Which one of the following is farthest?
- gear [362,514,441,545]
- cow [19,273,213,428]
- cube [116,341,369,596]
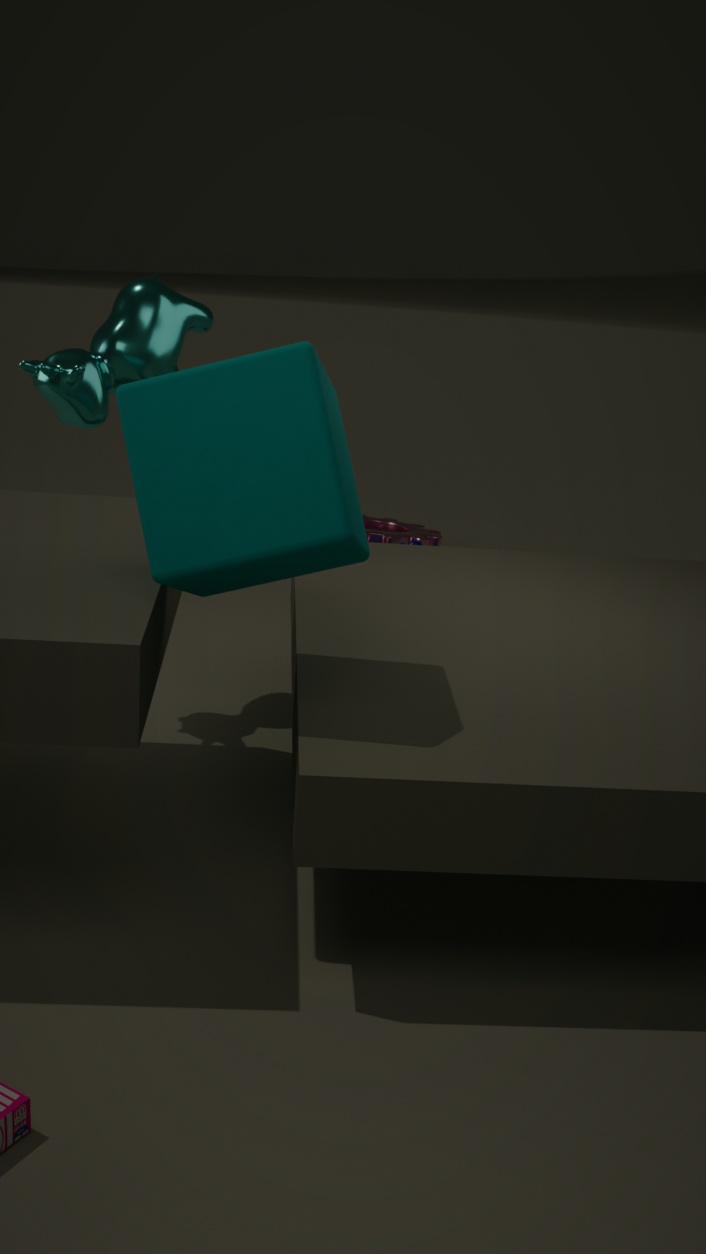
gear [362,514,441,545]
